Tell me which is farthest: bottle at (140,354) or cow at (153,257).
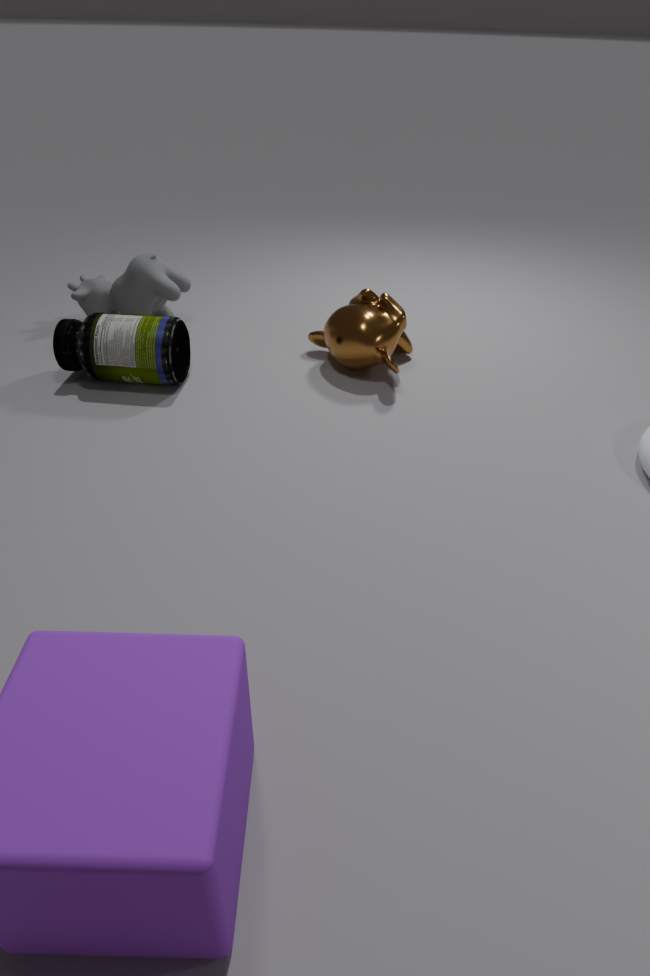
cow at (153,257)
